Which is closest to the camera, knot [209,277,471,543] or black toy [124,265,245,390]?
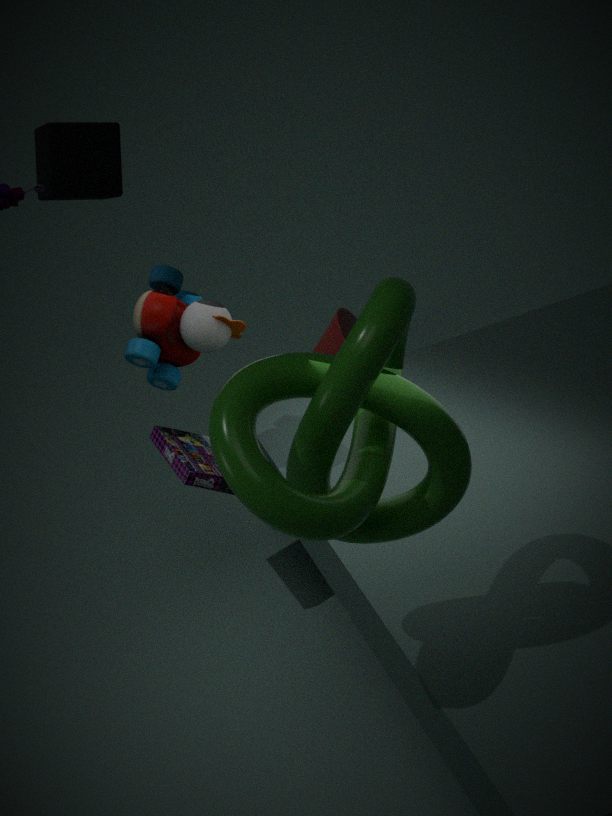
knot [209,277,471,543]
